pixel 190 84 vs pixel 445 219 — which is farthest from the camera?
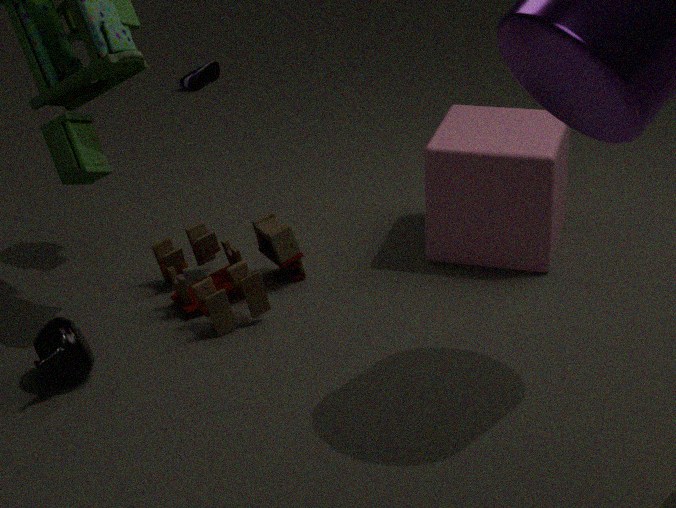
pixel 190 84
